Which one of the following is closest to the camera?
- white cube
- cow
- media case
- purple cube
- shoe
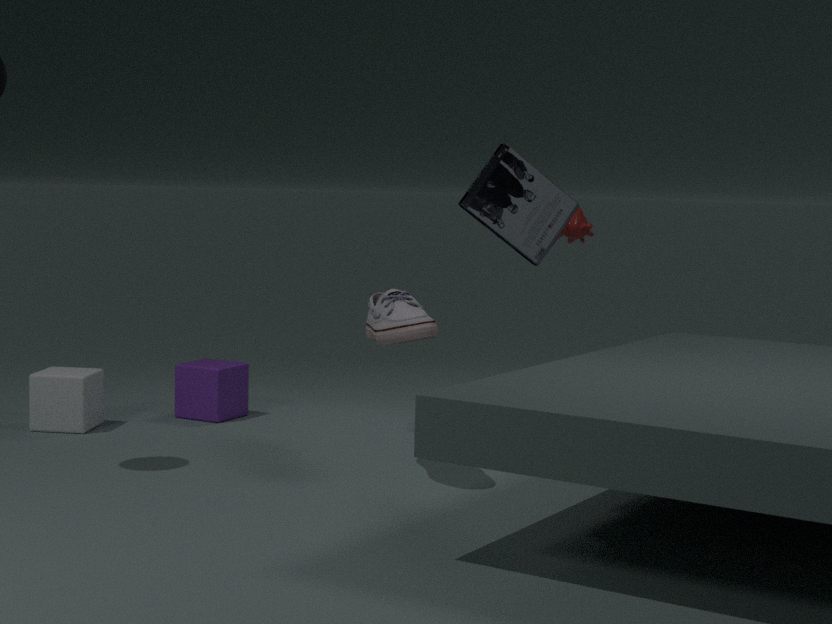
shoe
